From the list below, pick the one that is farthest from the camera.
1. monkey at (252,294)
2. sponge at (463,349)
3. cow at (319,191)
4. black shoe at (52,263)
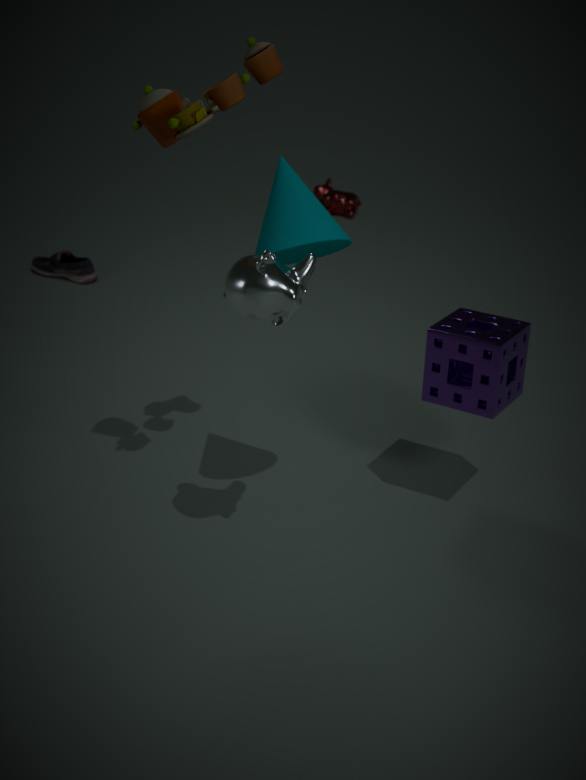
cow at (319,191)
